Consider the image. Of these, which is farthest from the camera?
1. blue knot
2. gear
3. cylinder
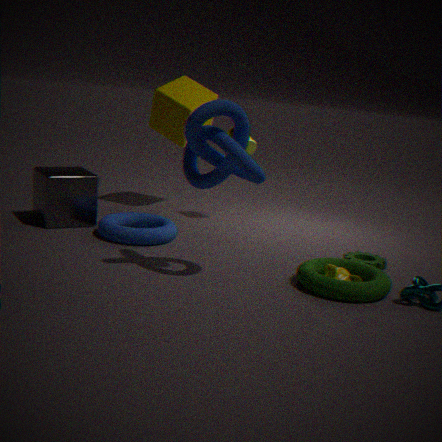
cylinder
